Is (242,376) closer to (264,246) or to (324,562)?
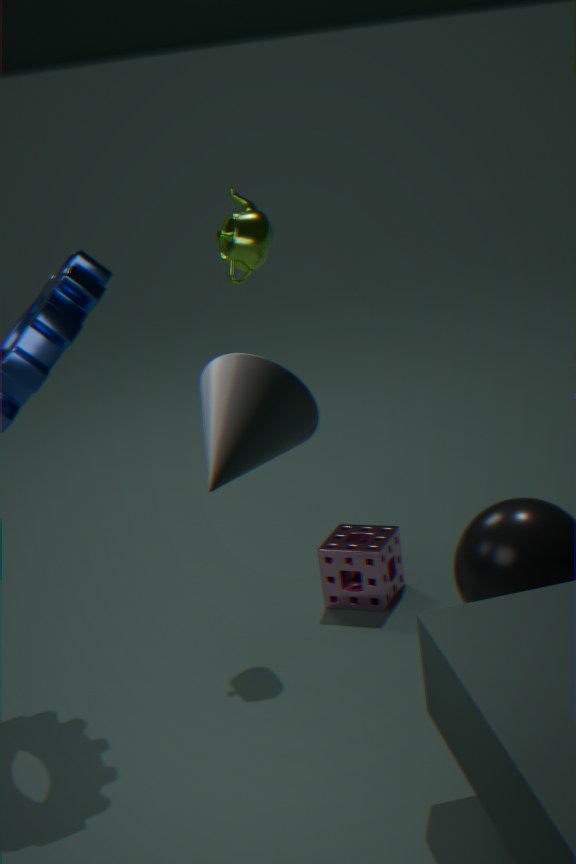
(264,246)
